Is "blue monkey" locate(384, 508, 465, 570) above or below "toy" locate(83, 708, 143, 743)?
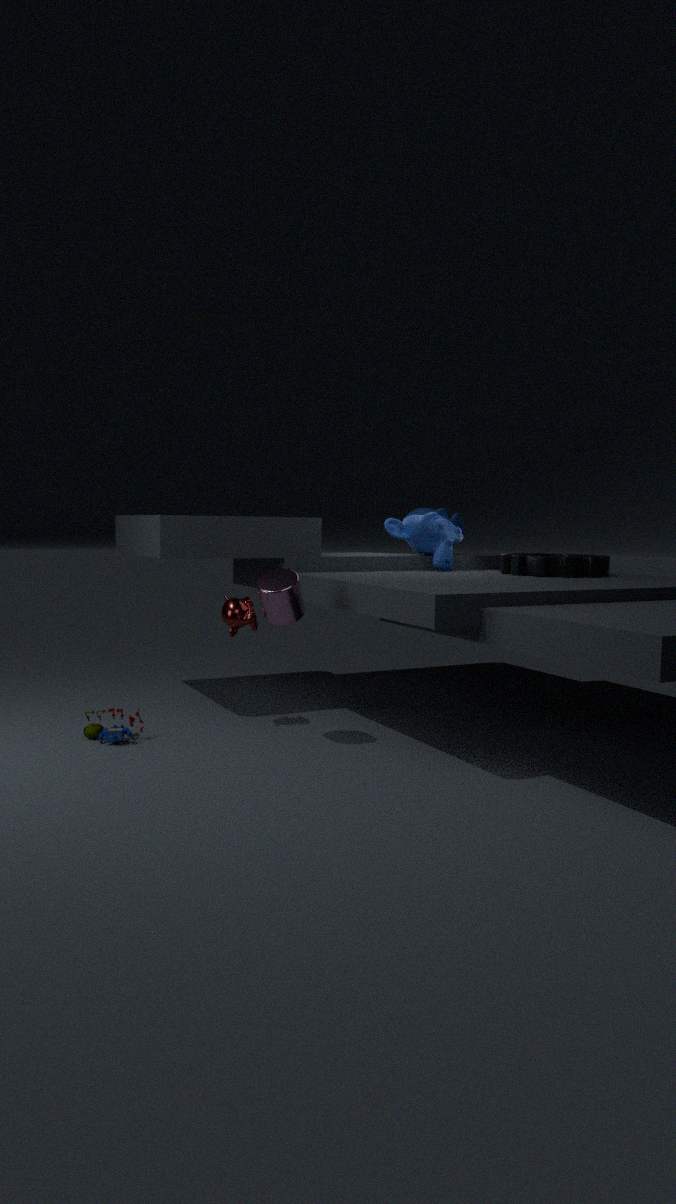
above
